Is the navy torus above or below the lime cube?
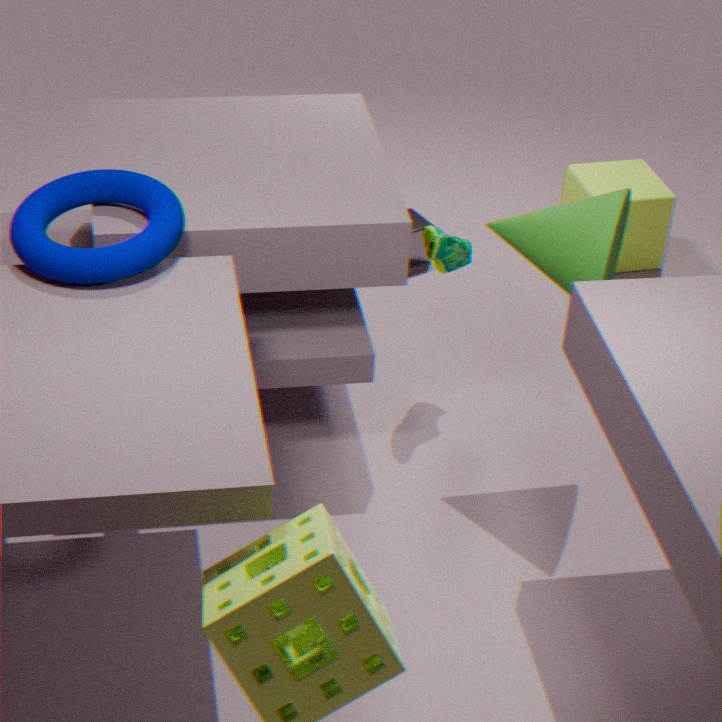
above
